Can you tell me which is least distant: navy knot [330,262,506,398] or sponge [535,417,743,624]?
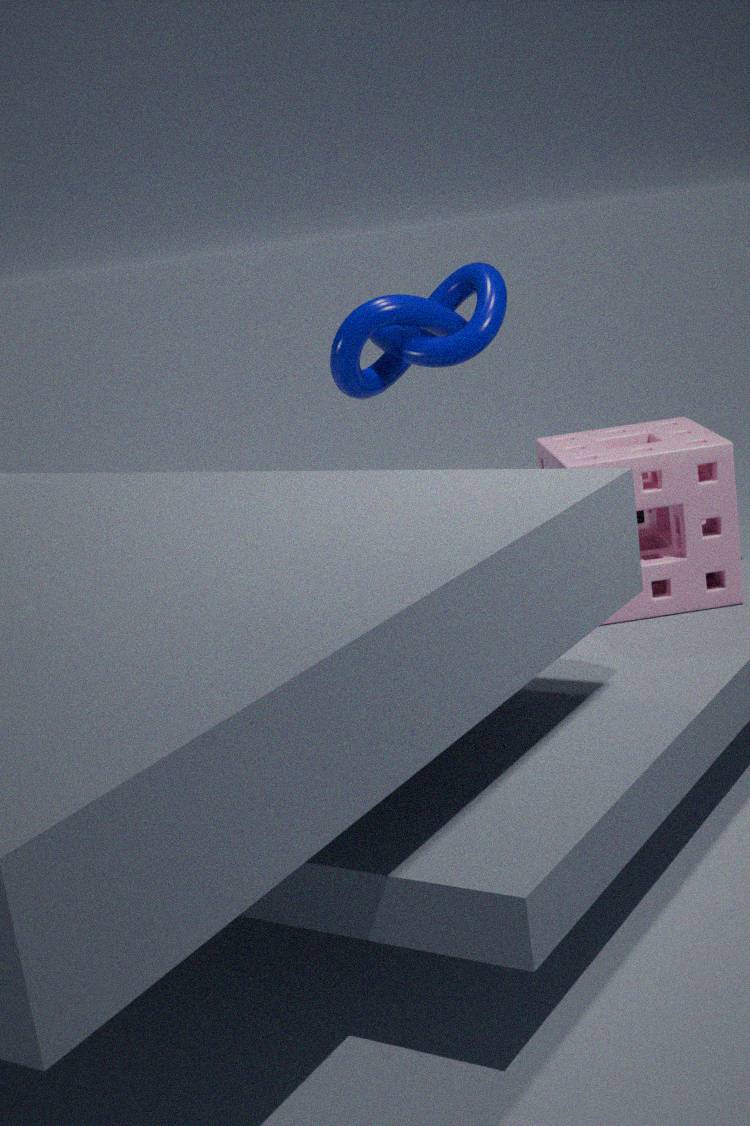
sponge [535,417,743,624]
